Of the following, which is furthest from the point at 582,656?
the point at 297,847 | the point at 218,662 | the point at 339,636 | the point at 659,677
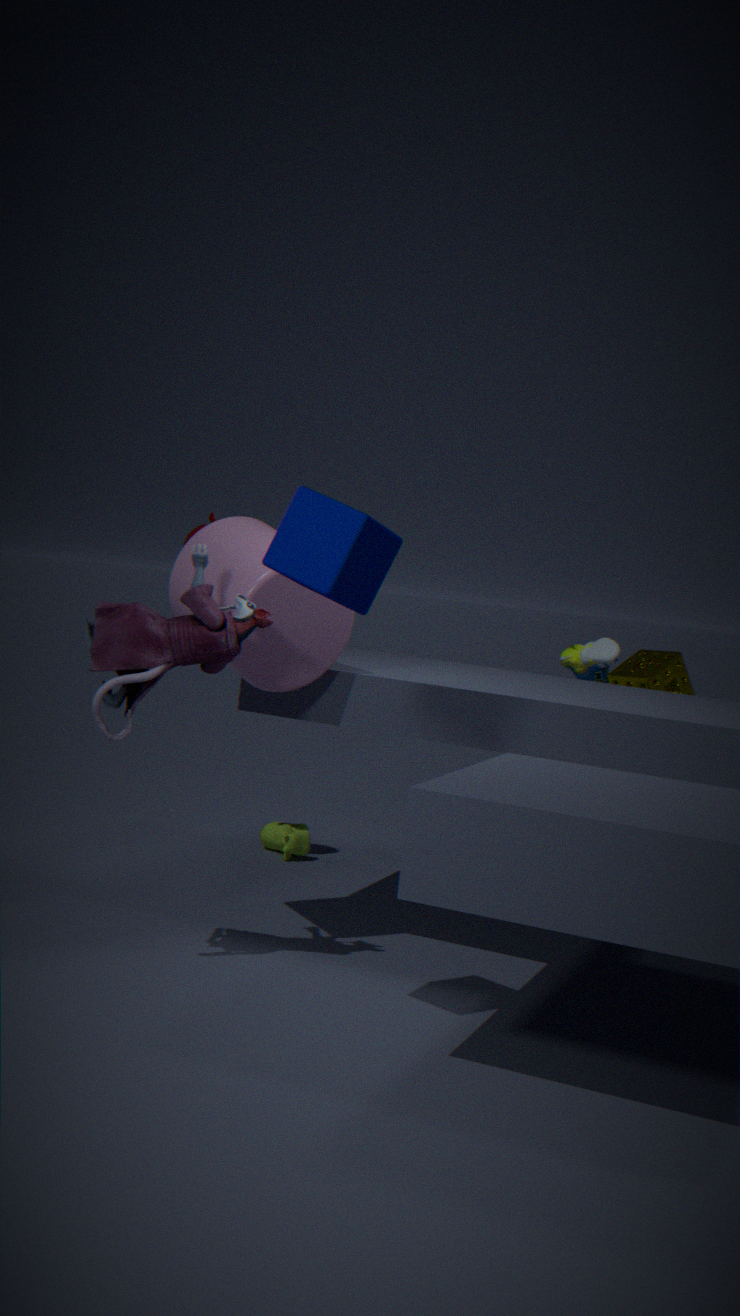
the point at 218,662
